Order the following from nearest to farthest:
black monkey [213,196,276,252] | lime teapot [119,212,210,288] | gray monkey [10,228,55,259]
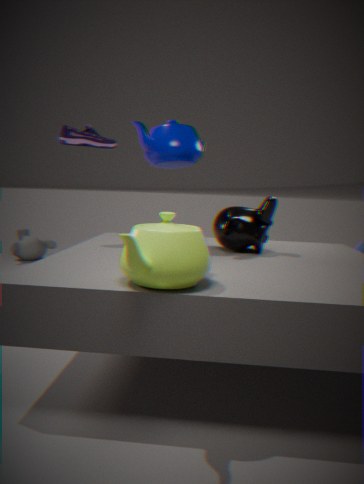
lime teapot [119,212,210,288]
black monkey [213,196,276,252]
gray monkey [10,228,55,259]
